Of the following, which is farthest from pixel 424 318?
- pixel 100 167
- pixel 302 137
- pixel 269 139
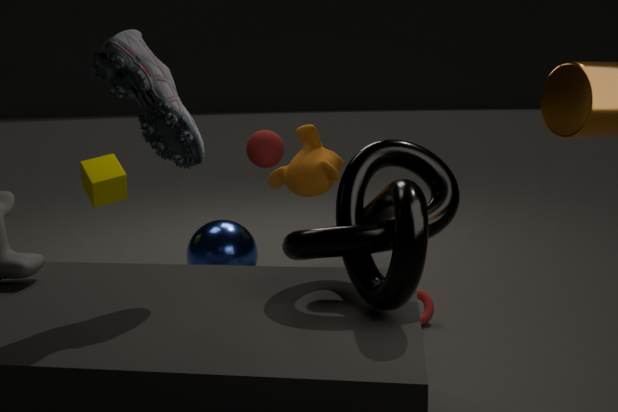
pixel 100 167
